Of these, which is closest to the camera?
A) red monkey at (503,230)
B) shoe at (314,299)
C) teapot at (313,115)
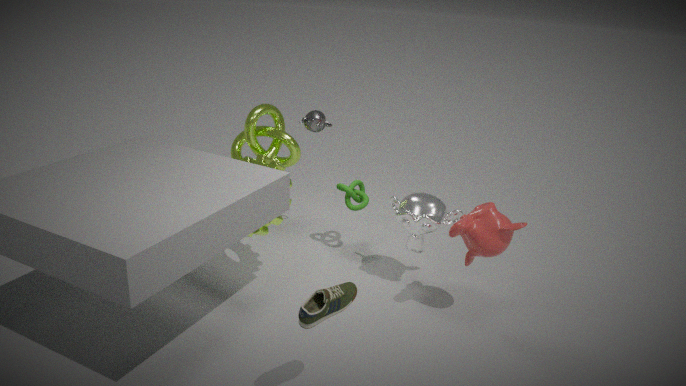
shoe at (314,299)
